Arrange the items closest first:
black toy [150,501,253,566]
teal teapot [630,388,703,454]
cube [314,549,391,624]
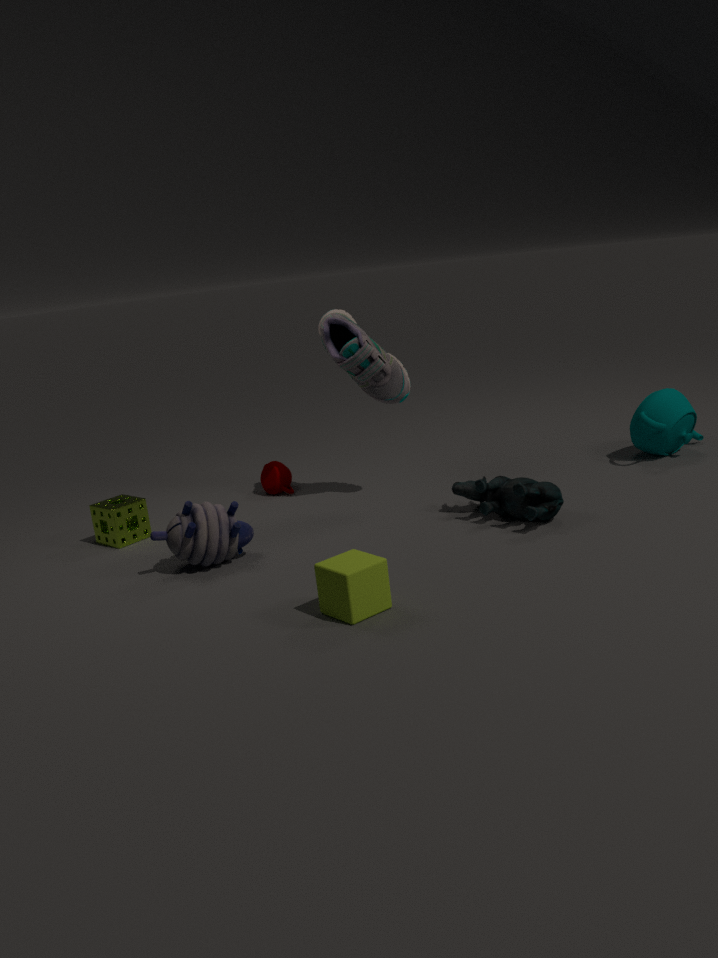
cube [314,549,391,624] → black toy [150,501,253,566] → teal teapot [630,388,703,454]
